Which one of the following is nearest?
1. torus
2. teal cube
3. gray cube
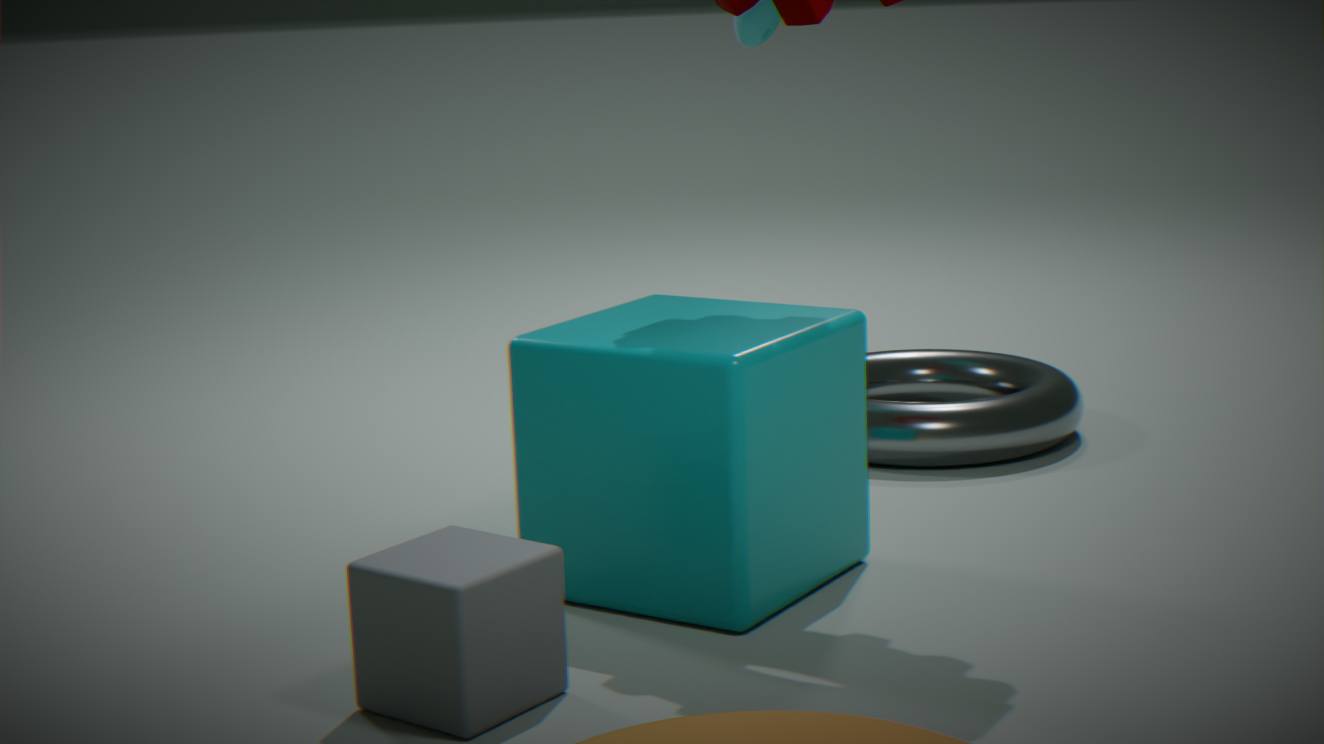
gray cube
